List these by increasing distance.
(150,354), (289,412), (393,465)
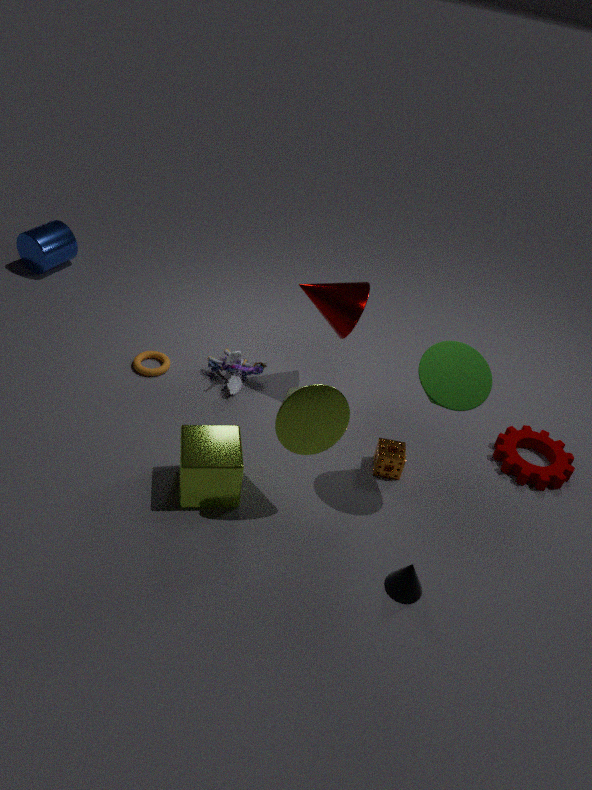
(289,412), (393,465), (150,354)
